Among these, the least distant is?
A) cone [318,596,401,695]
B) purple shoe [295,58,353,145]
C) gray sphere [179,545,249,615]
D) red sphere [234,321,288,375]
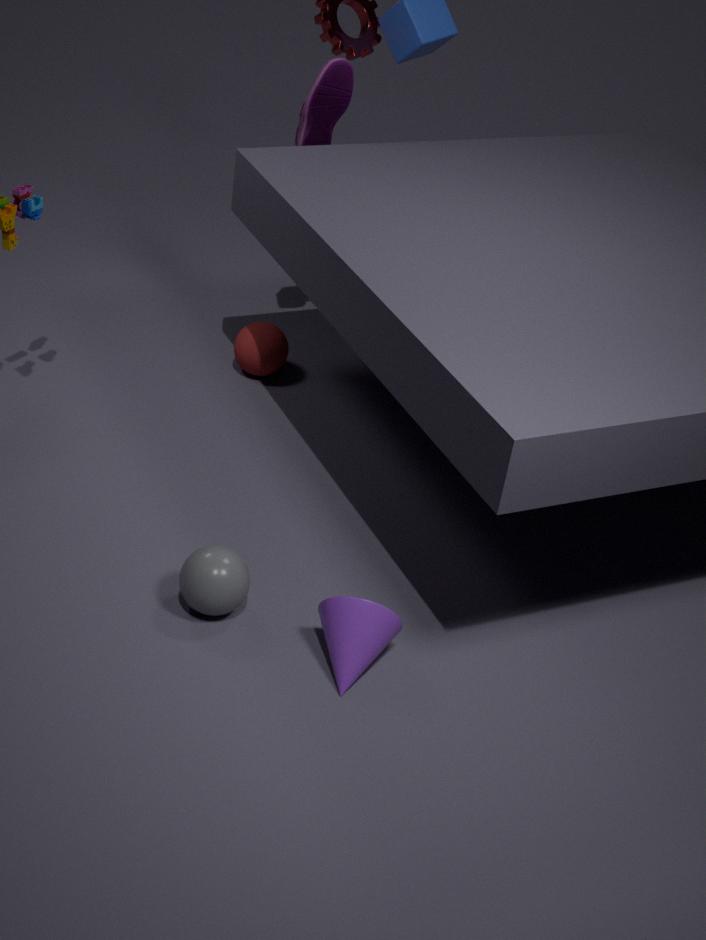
cone [318,596,401,695]
